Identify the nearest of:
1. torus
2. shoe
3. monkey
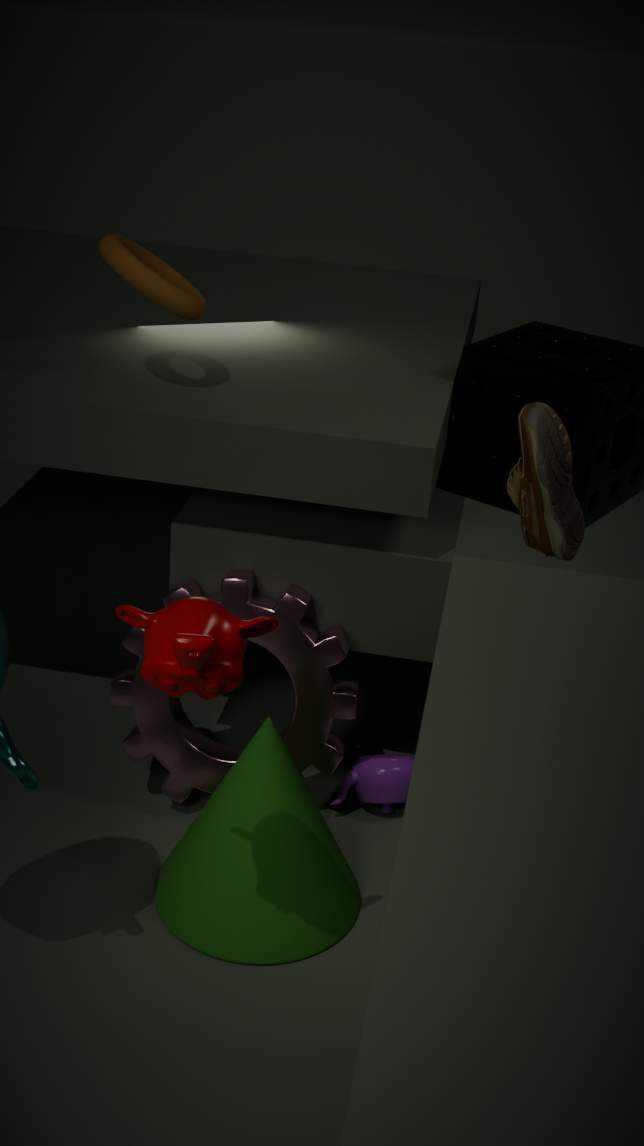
monkey
